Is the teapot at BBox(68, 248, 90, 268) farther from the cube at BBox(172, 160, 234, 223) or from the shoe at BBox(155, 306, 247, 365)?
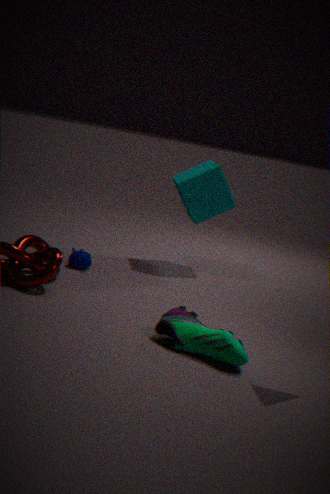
the shoe at BBox(155, 306, 247, 365)
